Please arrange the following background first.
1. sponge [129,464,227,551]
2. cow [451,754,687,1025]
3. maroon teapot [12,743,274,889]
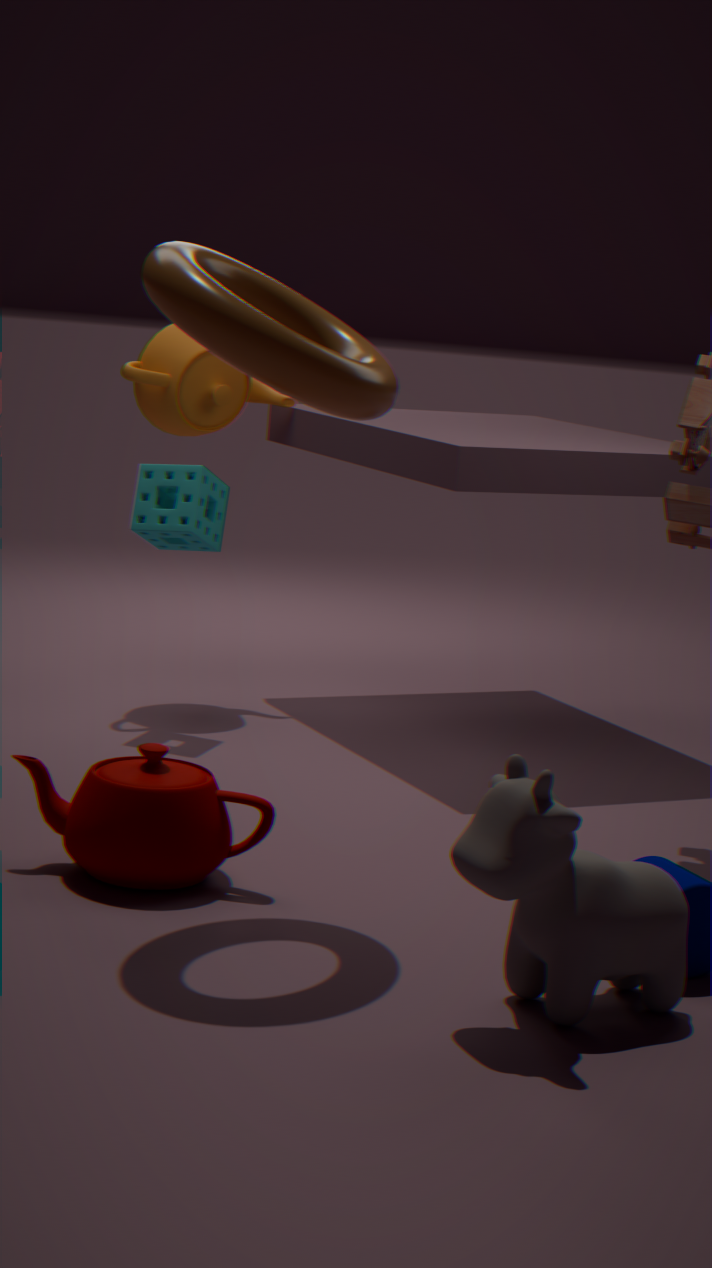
1. sponge [129,464,227,551]
2. maroon teapot [12,743,274,889]
3. cow [451,754,687,1025]
